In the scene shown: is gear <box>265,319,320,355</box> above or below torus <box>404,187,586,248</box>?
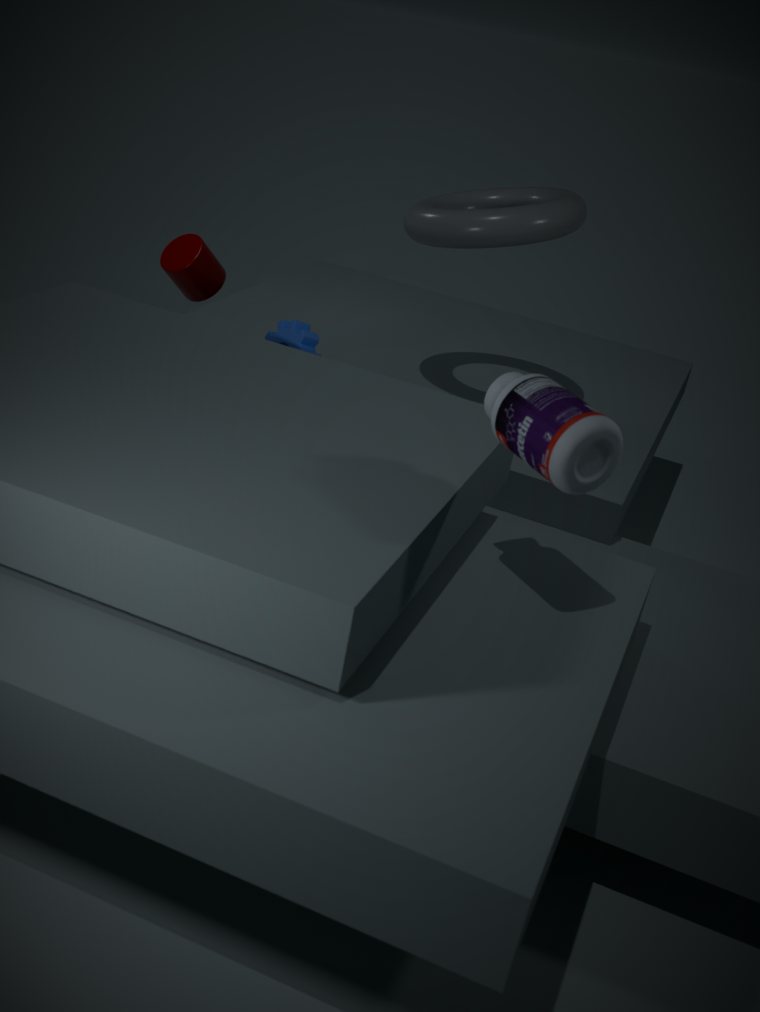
below
